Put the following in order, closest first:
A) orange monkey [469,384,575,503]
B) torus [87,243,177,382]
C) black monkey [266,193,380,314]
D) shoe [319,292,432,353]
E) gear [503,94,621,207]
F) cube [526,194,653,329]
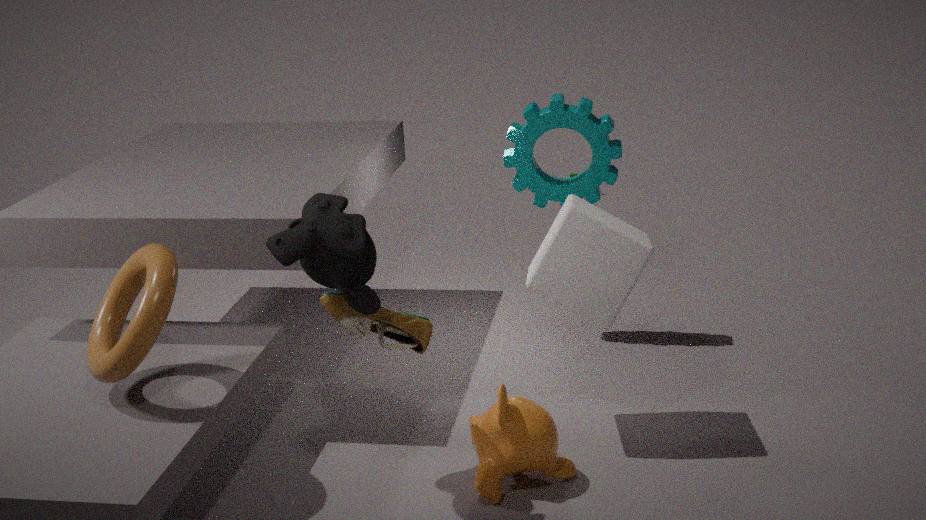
black monkey [266,193,380,314] < torus [87,243,177,382] < shoe [319,292,432,353] < orange monkey [469,384,575,503] < cube [526,194,653,329] < gear [503,94,621,207]
